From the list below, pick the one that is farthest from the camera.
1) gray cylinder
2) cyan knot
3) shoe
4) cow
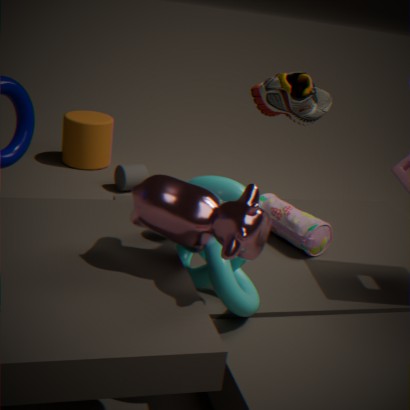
1. gray cylinder
